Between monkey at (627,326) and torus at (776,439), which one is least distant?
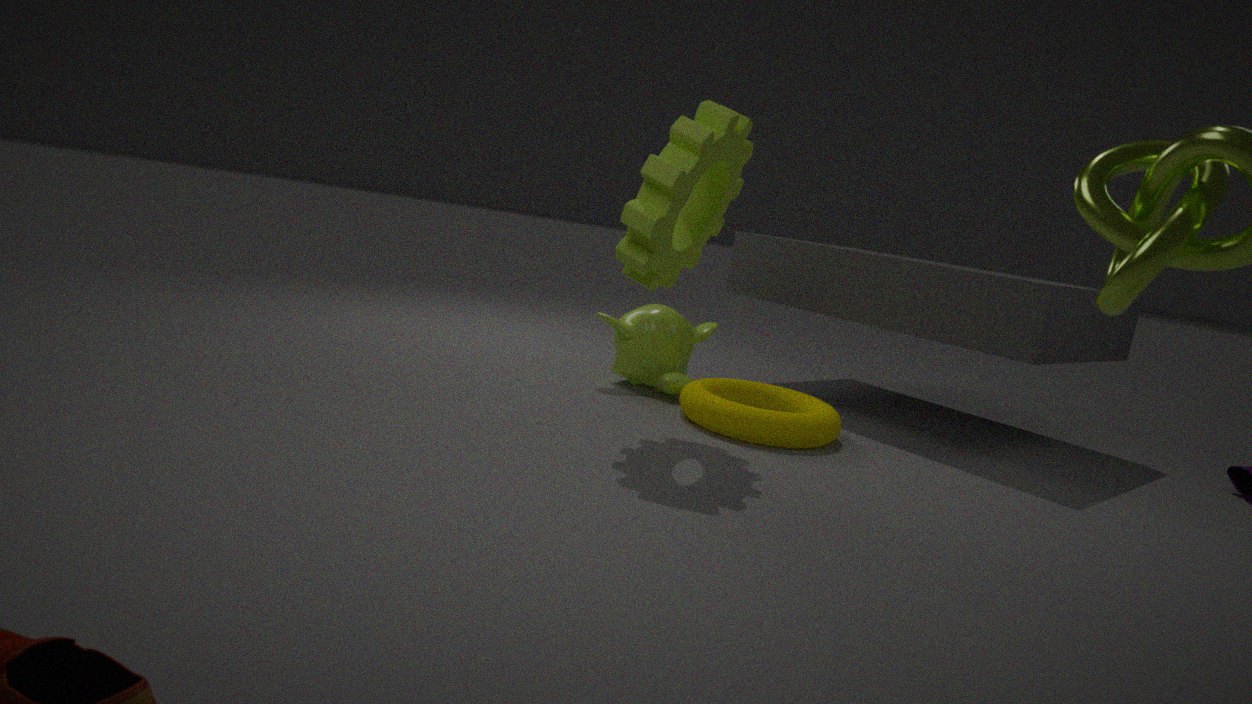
torus at (776,439)
